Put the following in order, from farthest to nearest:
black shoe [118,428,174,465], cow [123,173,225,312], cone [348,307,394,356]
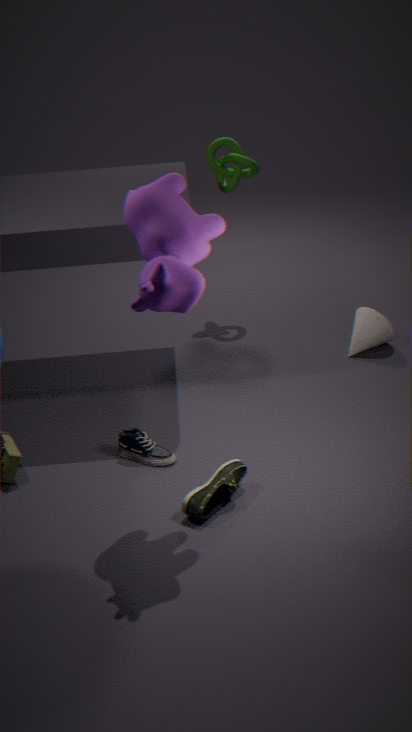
cone [348,307,394,356], black shoe [118,428,174,465], cow [123,173,225,312]
